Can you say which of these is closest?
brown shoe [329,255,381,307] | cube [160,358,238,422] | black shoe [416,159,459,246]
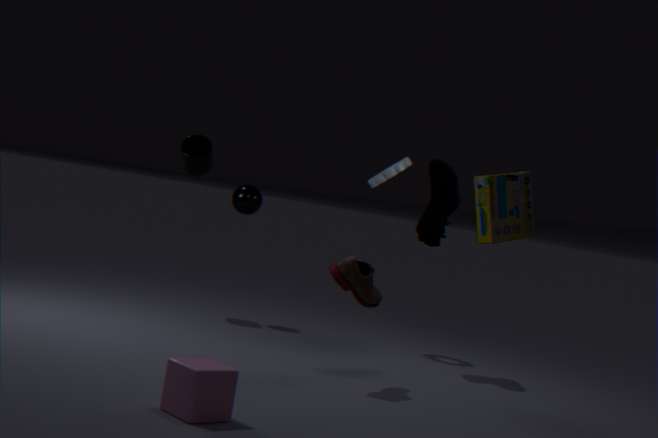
cube [160,358,238,422]
